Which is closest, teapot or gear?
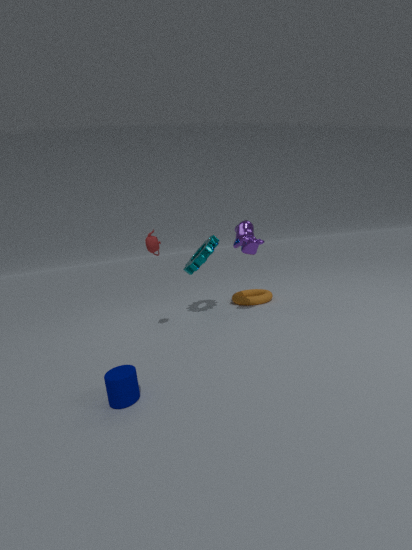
teapot
